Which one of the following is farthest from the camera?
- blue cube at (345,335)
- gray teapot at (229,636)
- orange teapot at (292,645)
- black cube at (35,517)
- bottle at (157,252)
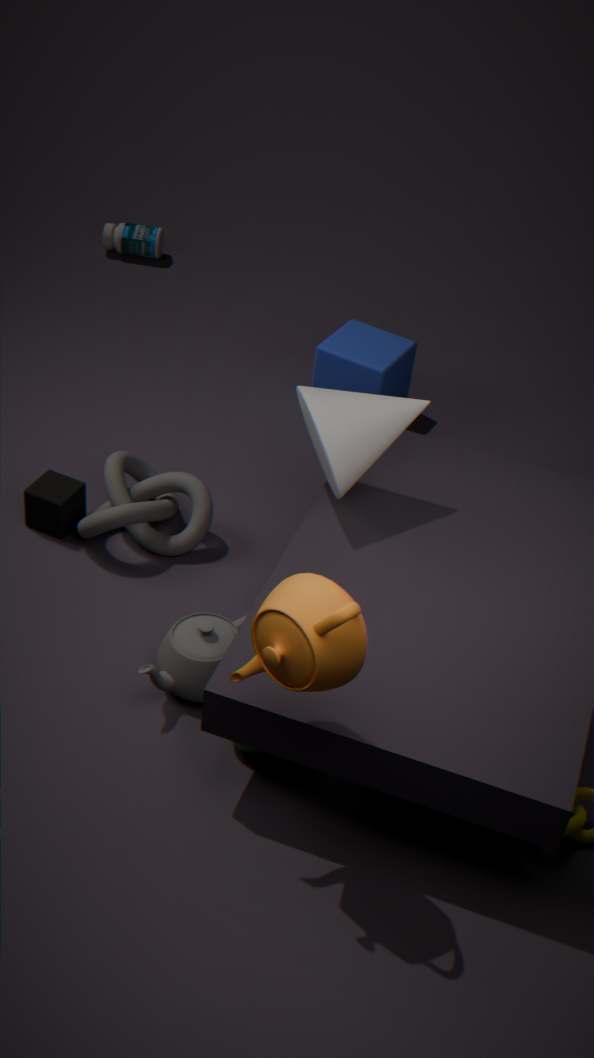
bottle at (157,252)
